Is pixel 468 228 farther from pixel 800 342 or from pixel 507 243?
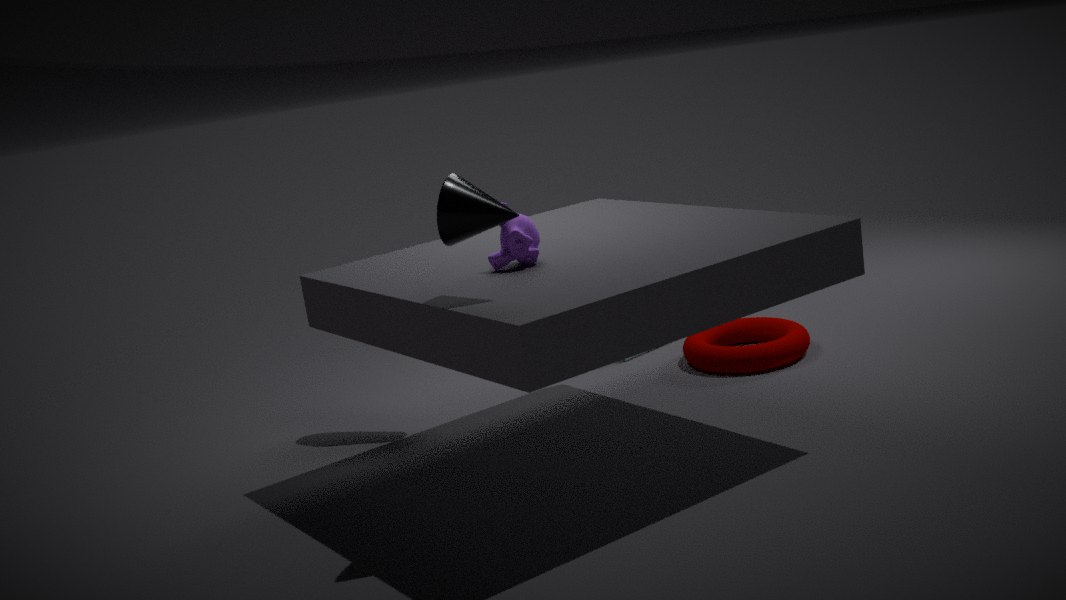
pixel 800 342
